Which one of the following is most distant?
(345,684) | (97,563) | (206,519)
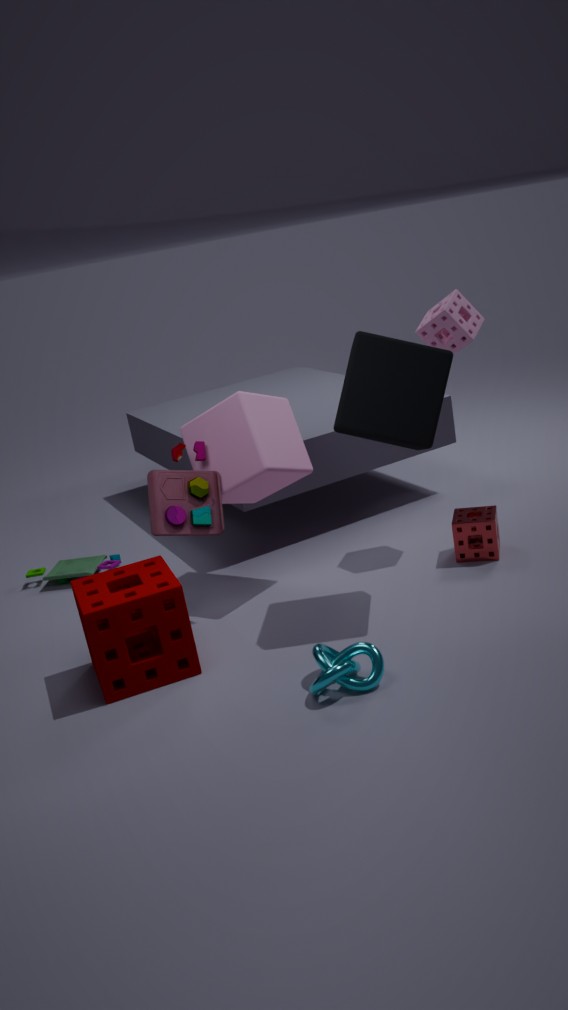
(97,563)
